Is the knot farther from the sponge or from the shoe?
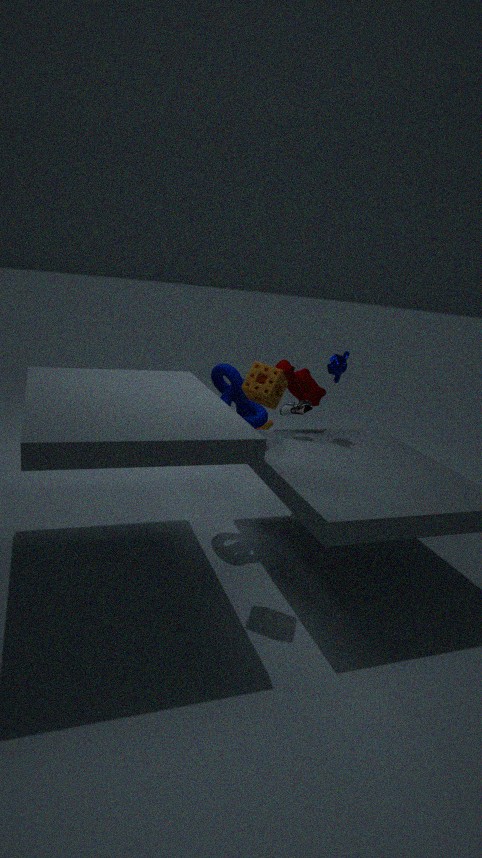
the sponge
